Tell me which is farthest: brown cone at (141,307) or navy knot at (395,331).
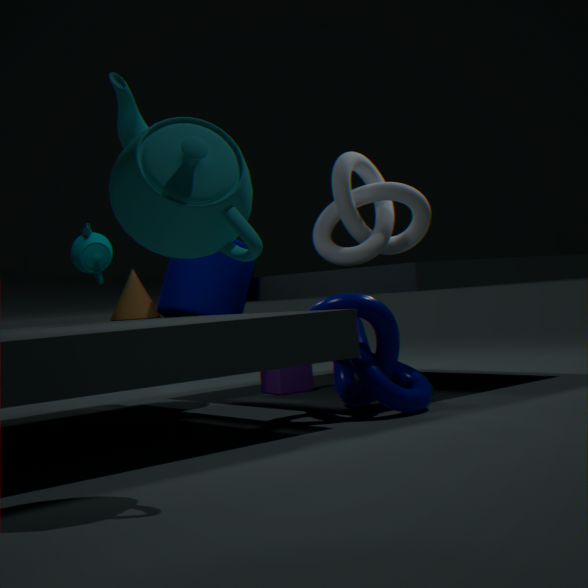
brown cone at (141,307)
